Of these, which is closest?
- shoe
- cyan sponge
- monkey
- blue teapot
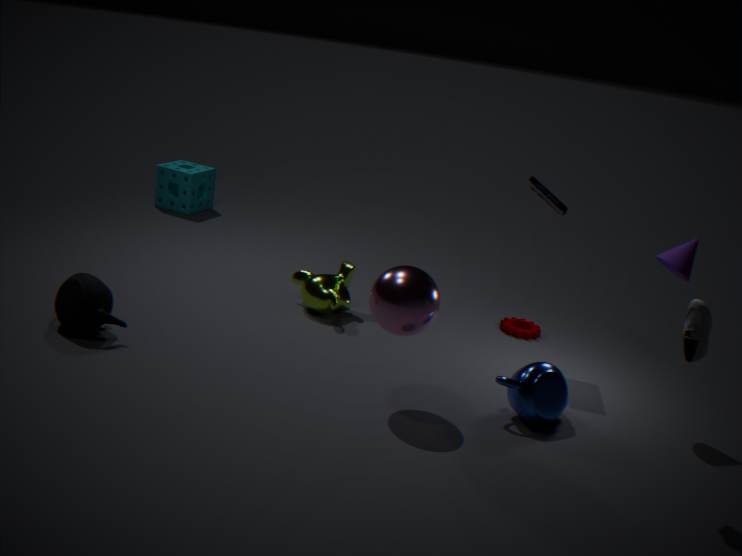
shoe
